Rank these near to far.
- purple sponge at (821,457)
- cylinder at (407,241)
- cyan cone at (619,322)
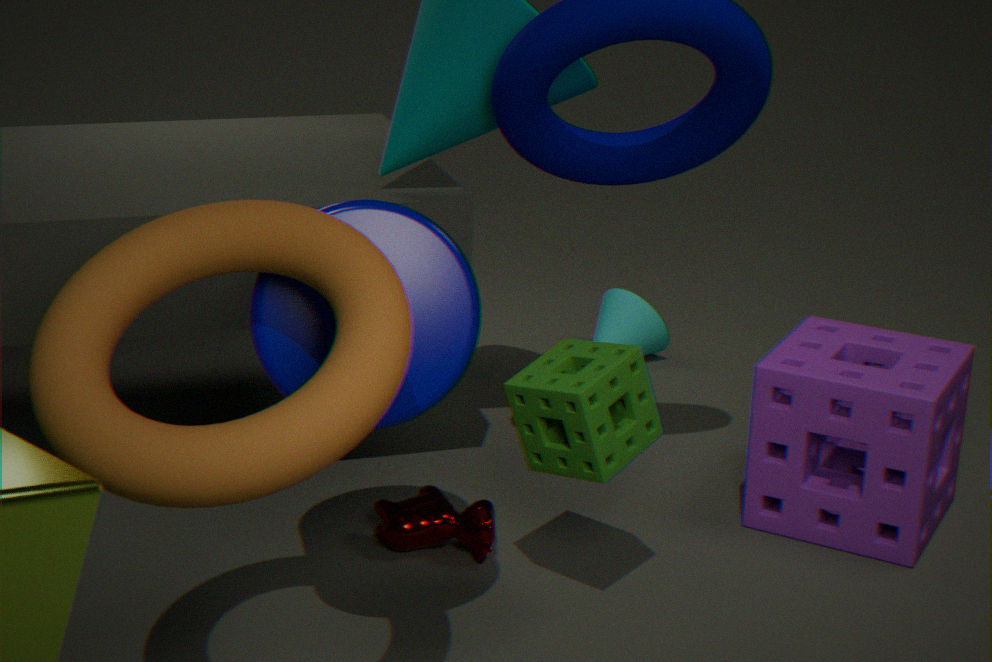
cylinder at (407,241) < purple sponge at (821,457) < cyan cone at (619,322)
